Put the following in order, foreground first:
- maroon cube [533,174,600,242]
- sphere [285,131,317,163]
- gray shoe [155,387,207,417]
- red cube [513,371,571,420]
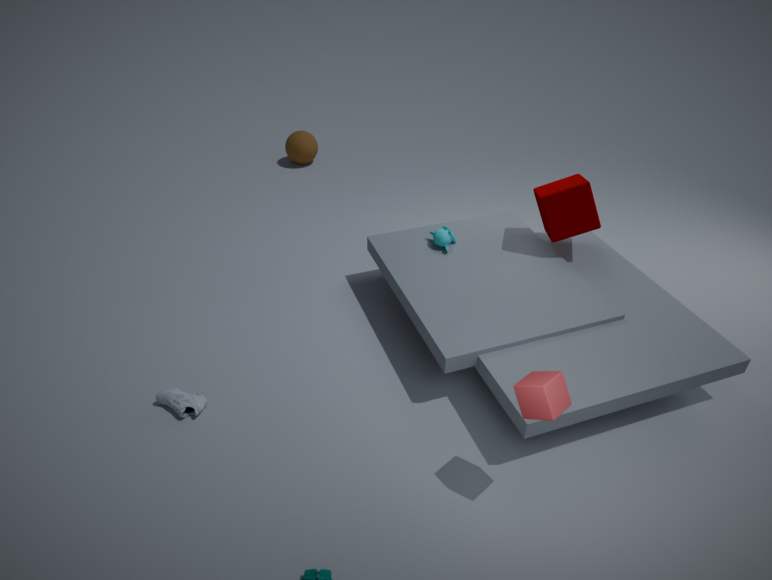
1. red cube [513,371,571,420]
2. gray shoe [155,387,207,417]
3. maroon cube [533,174,600,242]
4. sphere [285,131,317,163]
